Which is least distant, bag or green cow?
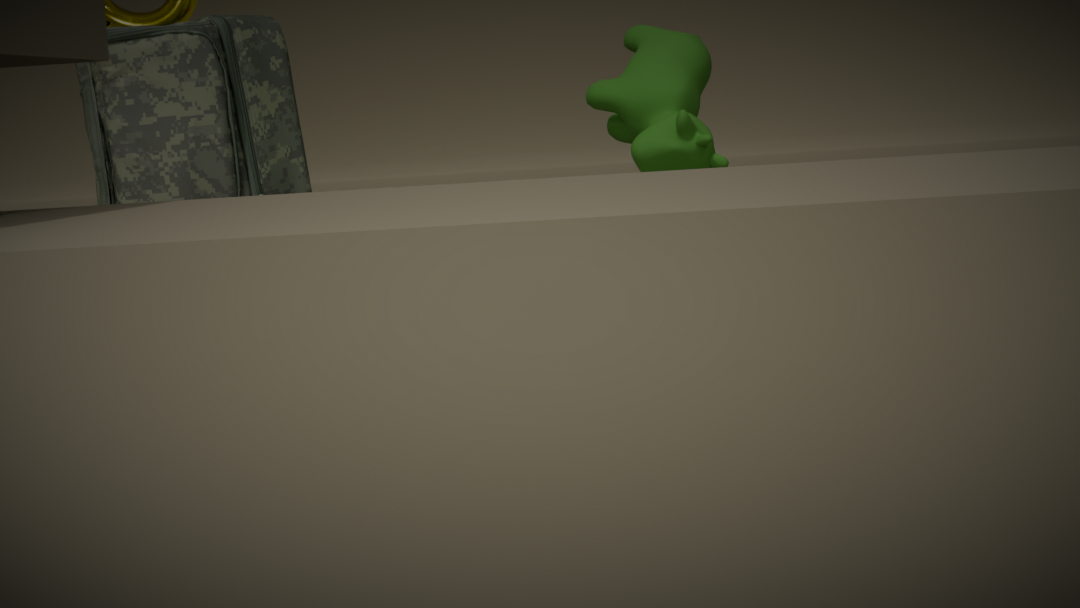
green cow
